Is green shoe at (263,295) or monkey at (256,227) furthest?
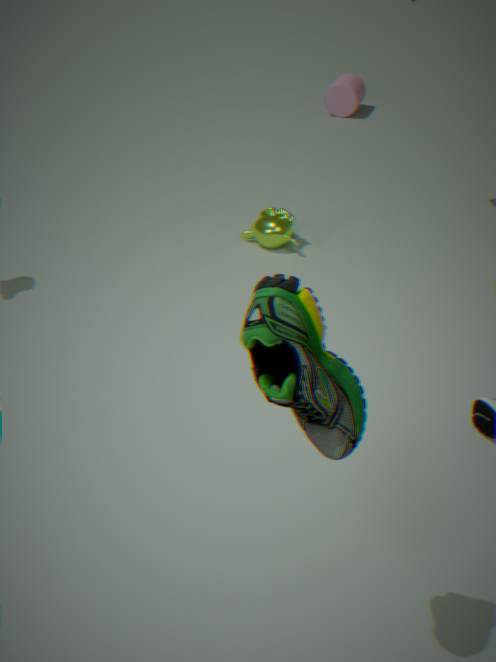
monkey at (256,227)
